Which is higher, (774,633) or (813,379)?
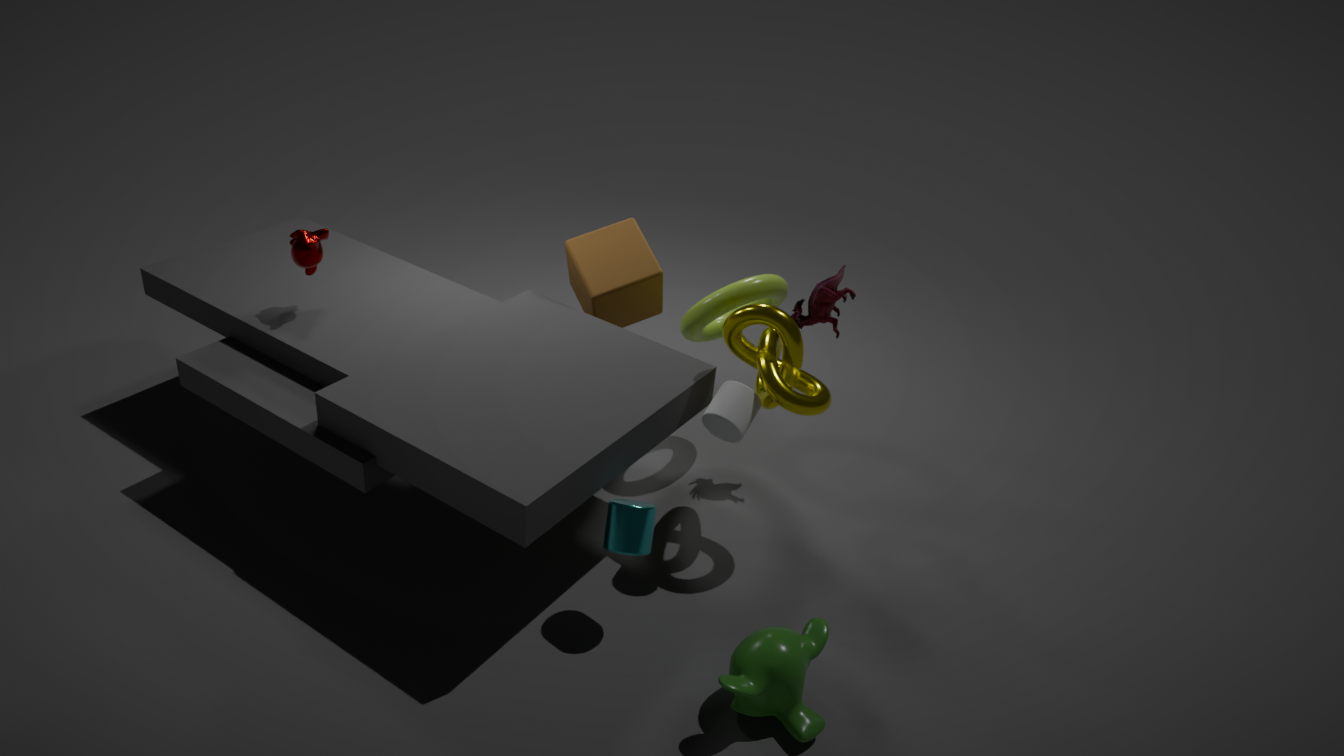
(813,379)
